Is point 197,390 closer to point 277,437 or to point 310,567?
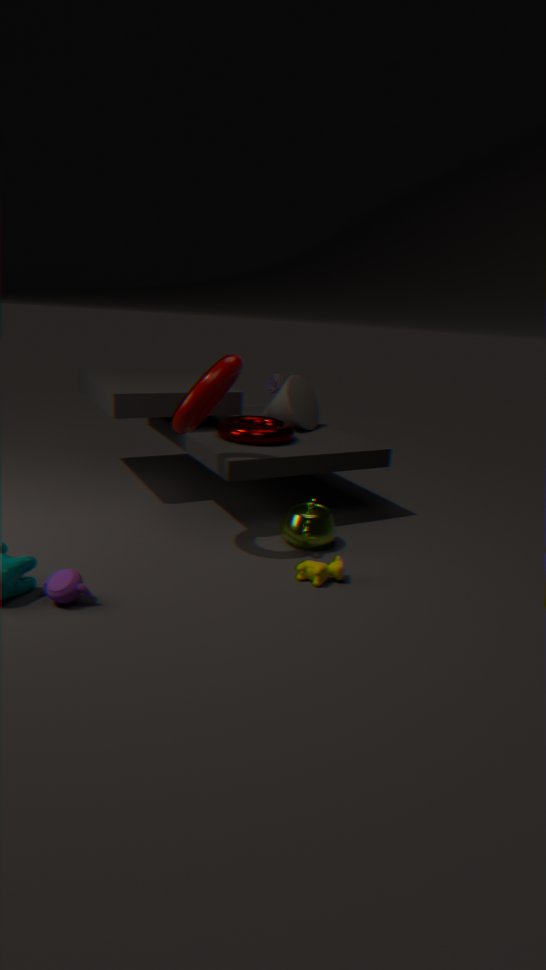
point 277,437
